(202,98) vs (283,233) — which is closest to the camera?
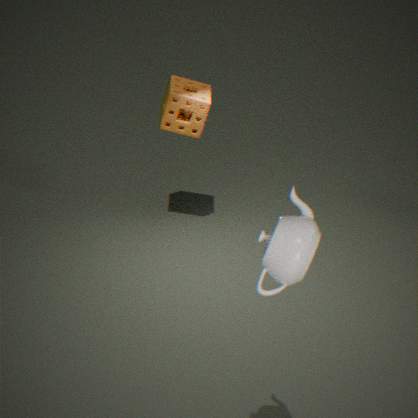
(283,233)
